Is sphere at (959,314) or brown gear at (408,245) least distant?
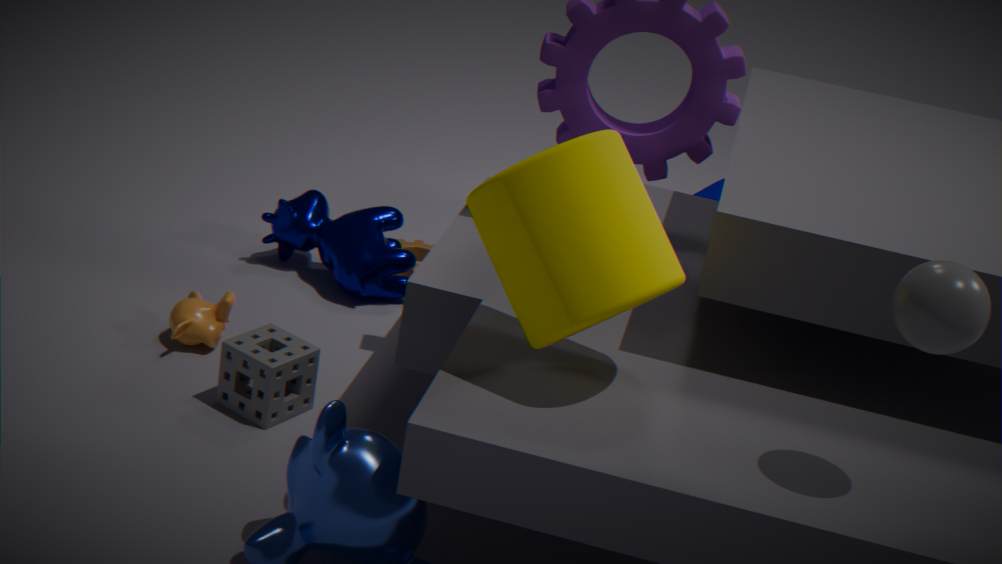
sphere at (959,314)
